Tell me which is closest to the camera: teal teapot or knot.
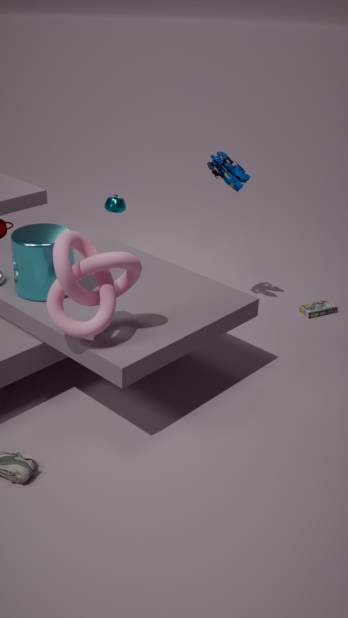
knot
